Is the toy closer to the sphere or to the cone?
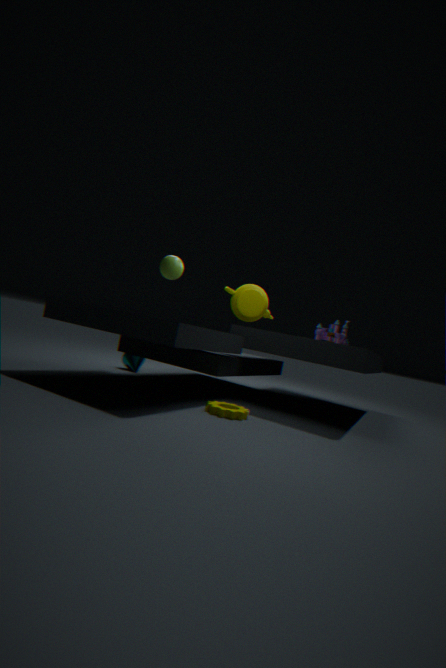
the sphere
